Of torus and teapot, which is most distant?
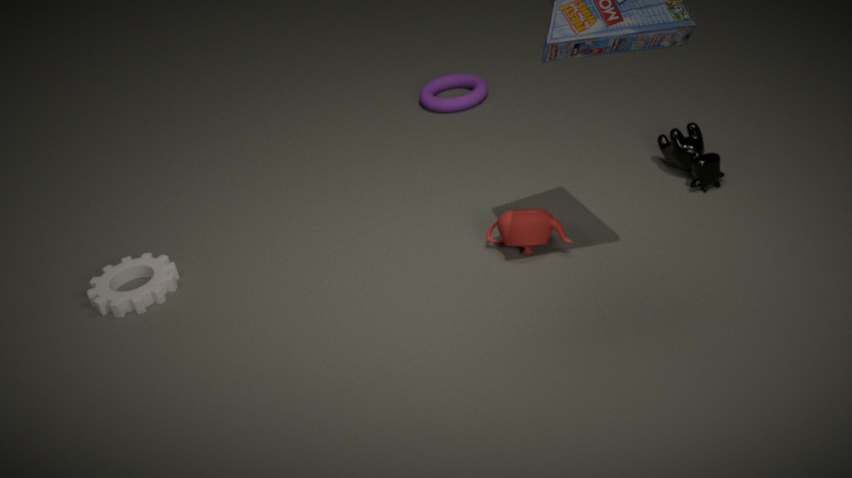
torus
